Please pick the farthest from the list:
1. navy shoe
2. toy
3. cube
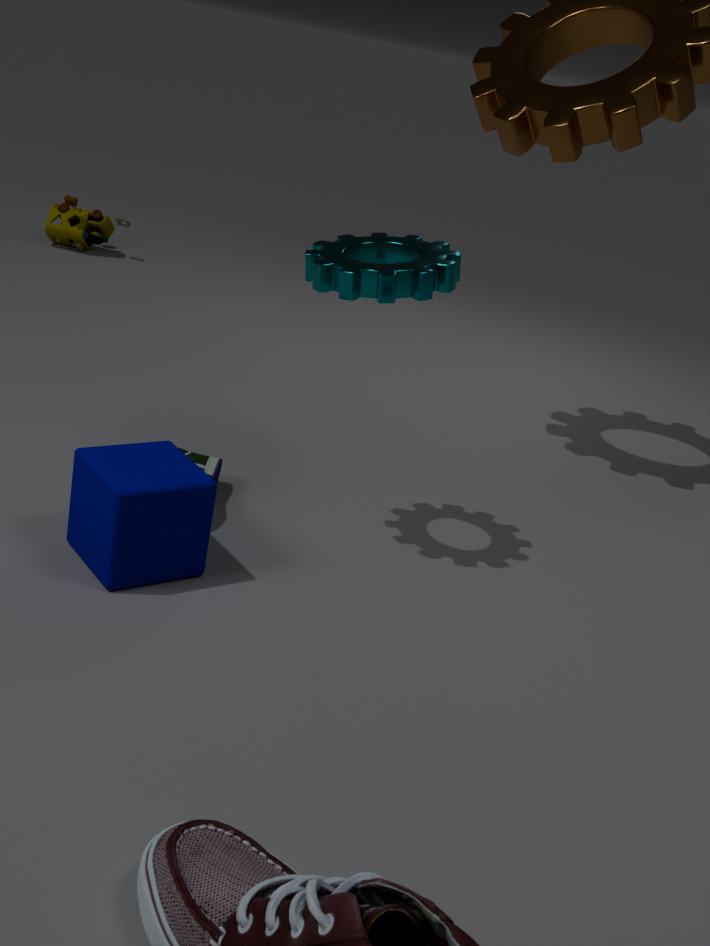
toy
